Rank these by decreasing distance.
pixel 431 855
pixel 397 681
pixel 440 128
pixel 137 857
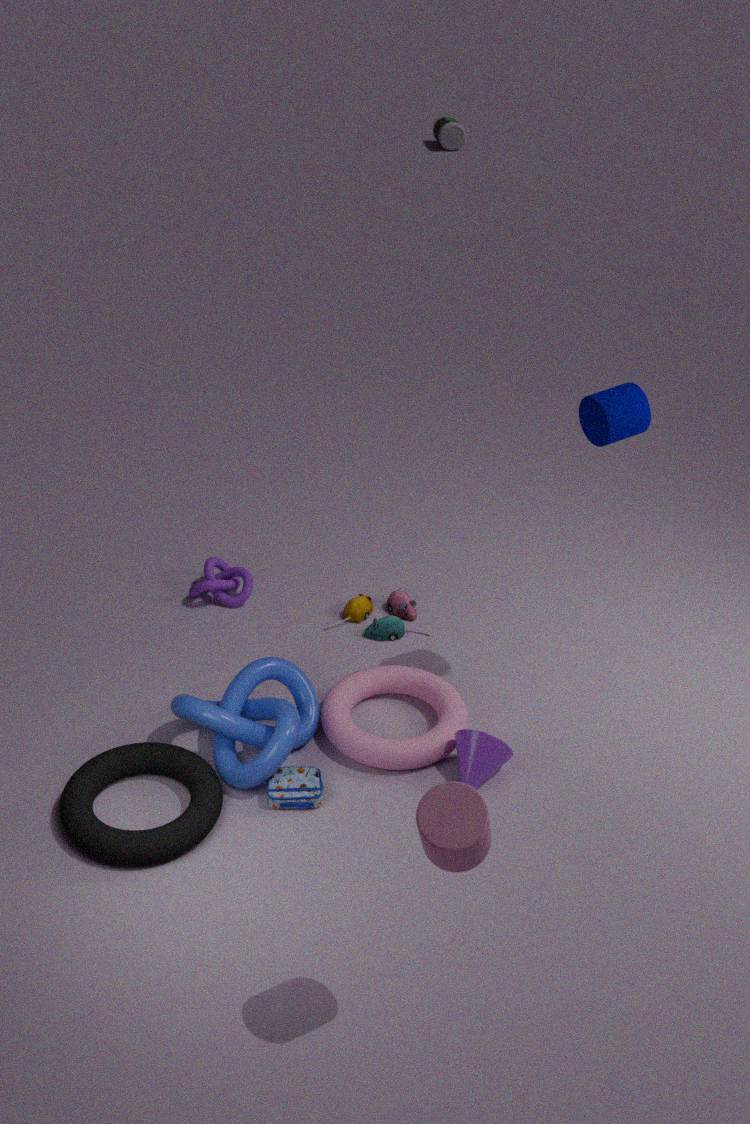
1. pixel 440 128
2. pixel 397 681
3. pixel 137 857
4. pixel 431 855
